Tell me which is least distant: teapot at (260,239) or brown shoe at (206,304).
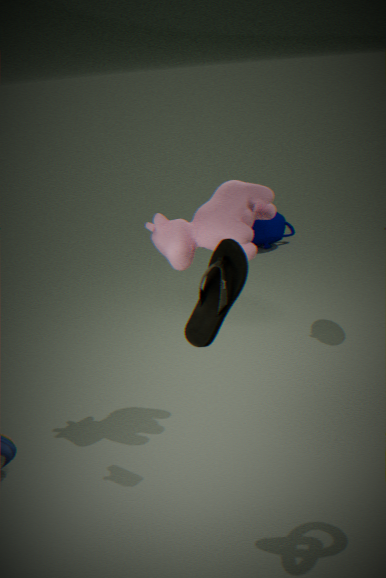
brown shoe at (206,304)
